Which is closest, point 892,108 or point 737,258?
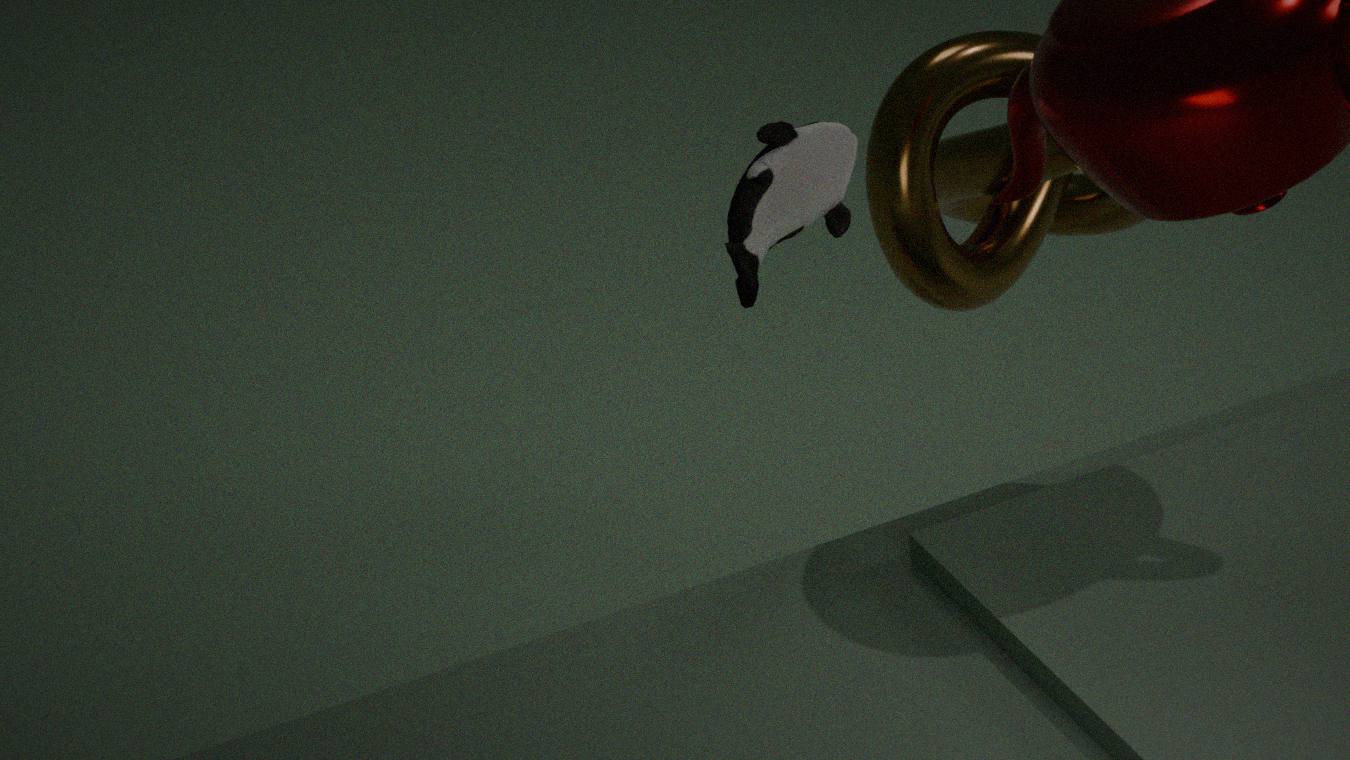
point 737,258
